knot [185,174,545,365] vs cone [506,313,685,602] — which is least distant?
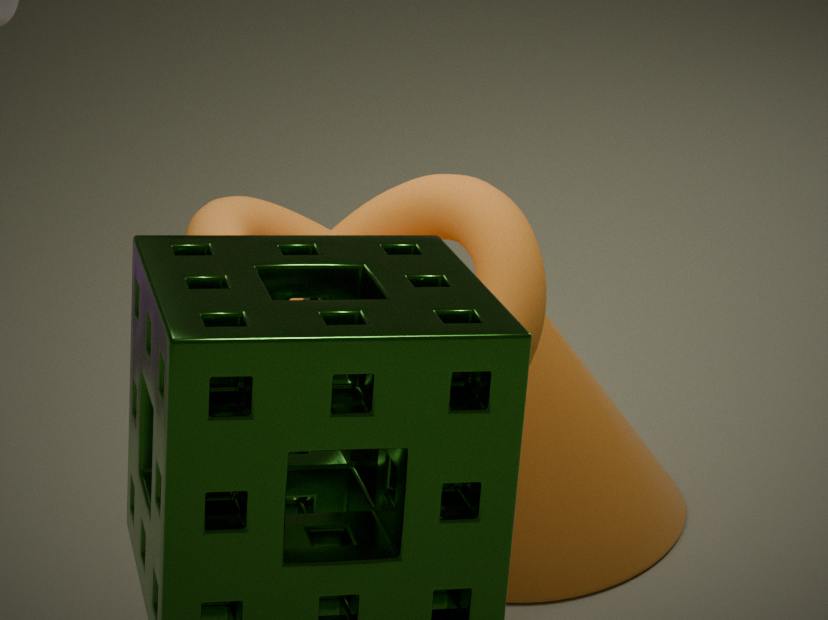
knot [185,174,545,365]
